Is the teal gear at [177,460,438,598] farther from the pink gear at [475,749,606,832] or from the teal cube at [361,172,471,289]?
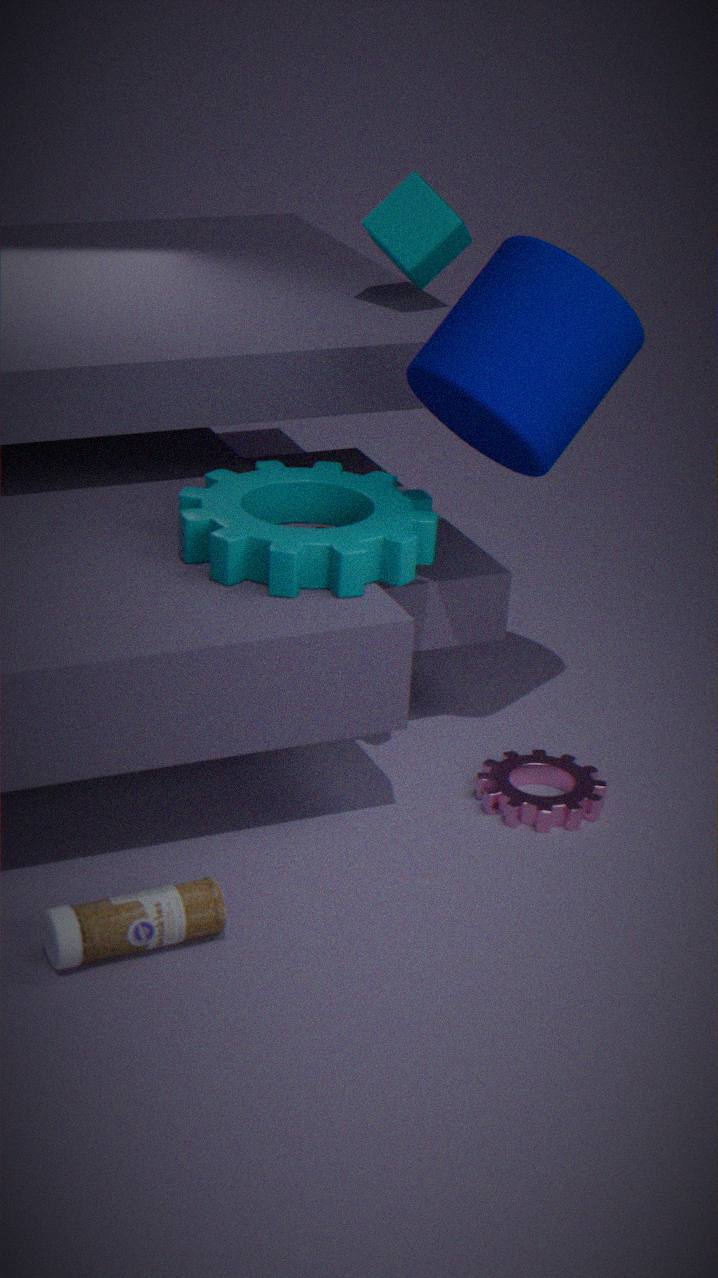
the teal cube at [361,172,471,289]
